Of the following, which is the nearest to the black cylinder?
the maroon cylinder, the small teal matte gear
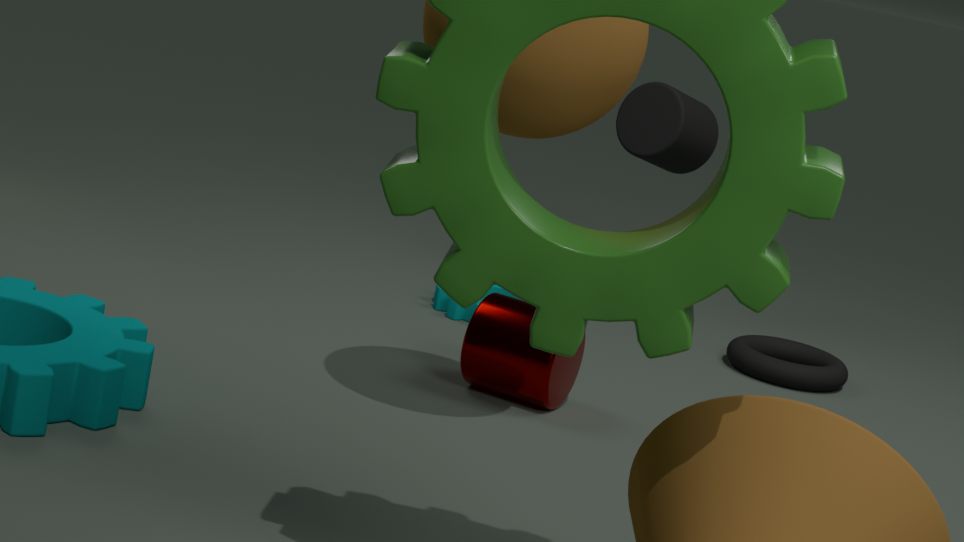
the small teal matte gear
